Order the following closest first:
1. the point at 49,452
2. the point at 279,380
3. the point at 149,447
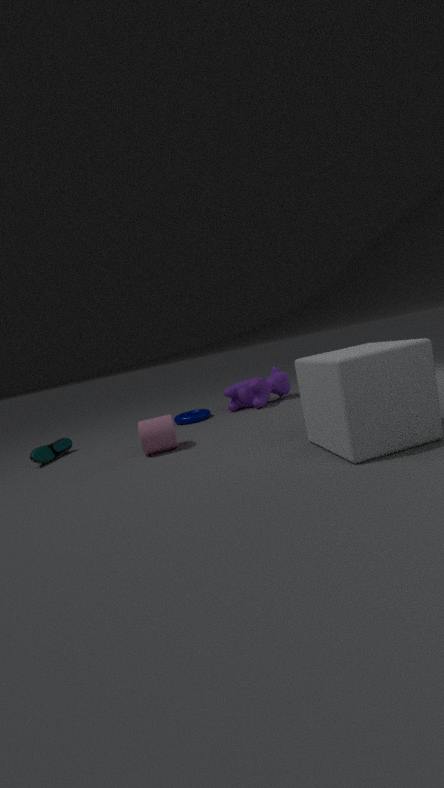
the point at 149,447 < the point at 49,452 < the point at 279,380
